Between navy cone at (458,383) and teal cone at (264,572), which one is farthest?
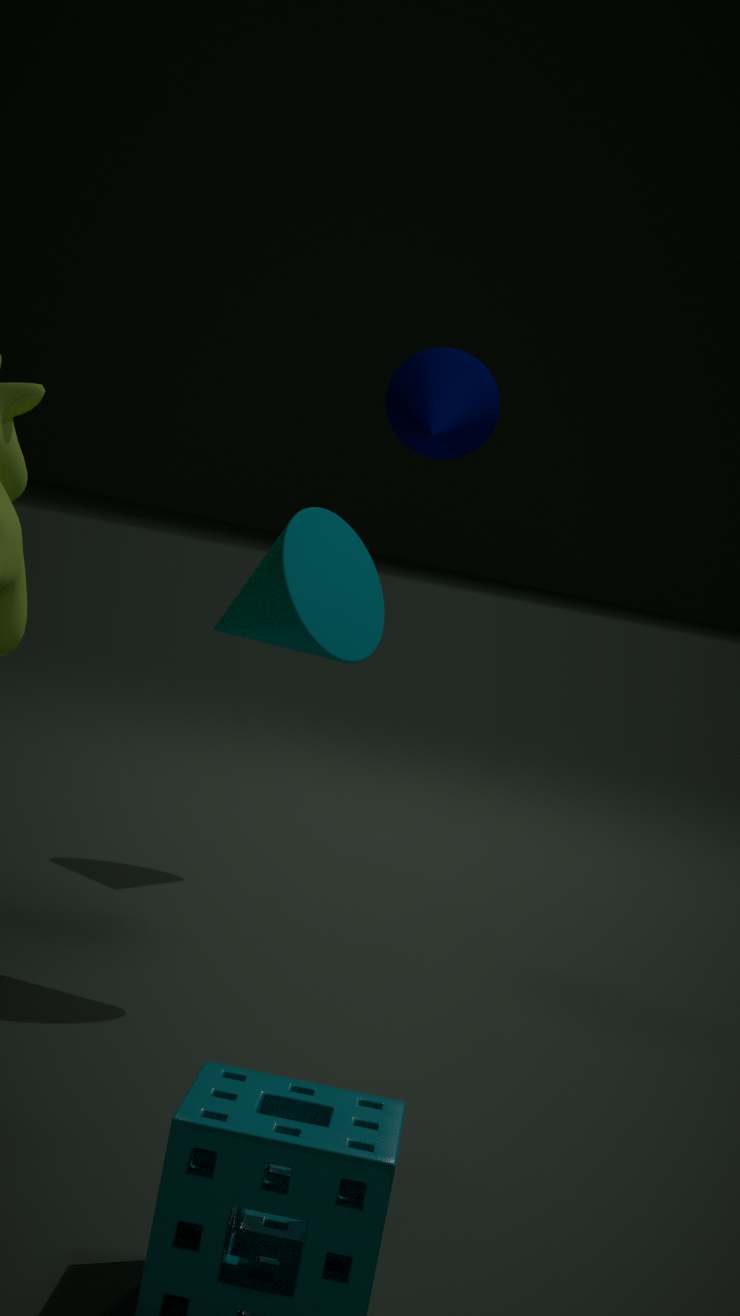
navy cone at (458,383)
